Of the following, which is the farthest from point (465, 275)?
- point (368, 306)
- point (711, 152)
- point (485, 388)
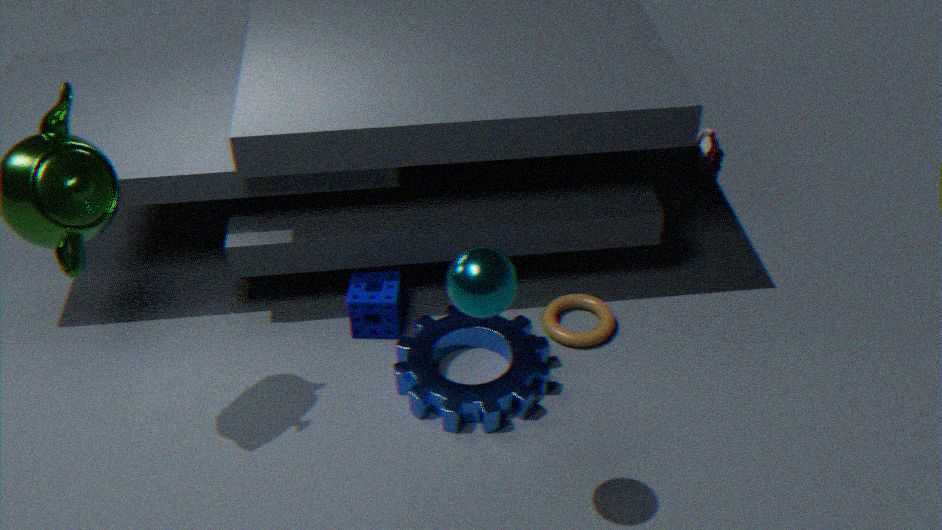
point (711, 152)
